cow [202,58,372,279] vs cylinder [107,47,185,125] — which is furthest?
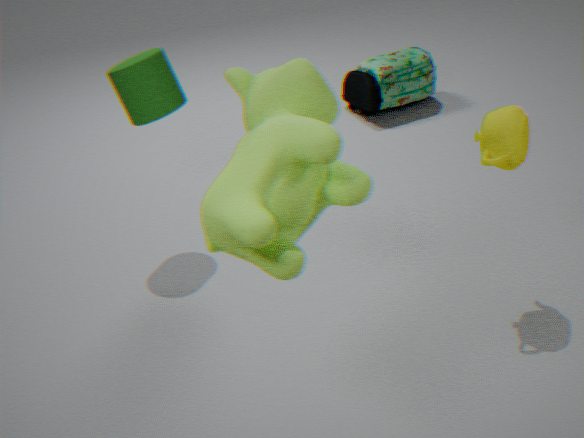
cylinder [107,47,185,125]
